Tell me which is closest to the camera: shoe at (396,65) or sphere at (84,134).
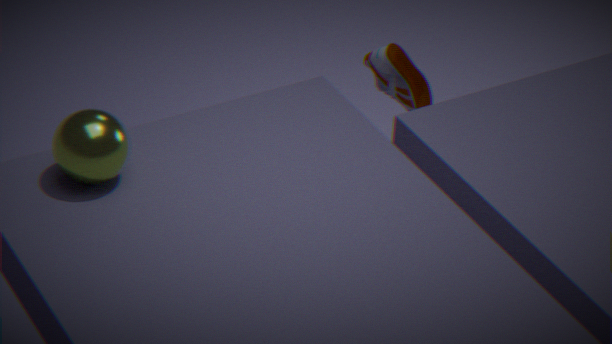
sphere at (84,134)
